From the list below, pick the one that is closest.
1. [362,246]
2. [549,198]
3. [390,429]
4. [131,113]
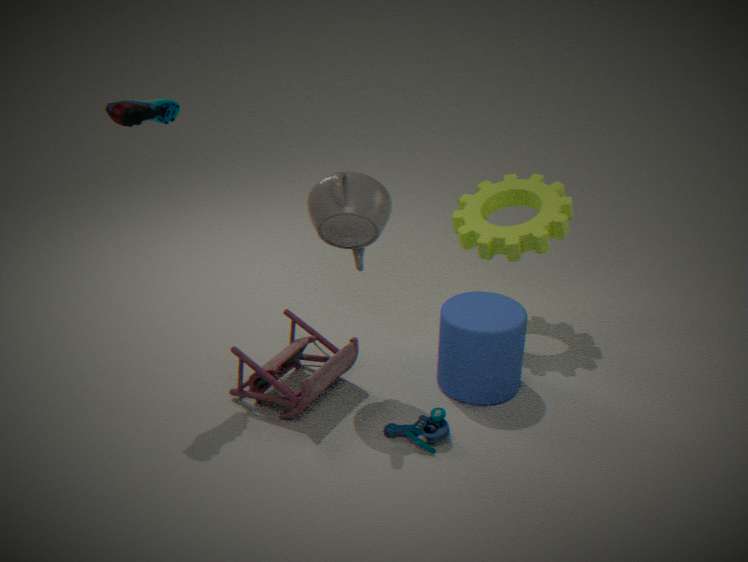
[131,113]
